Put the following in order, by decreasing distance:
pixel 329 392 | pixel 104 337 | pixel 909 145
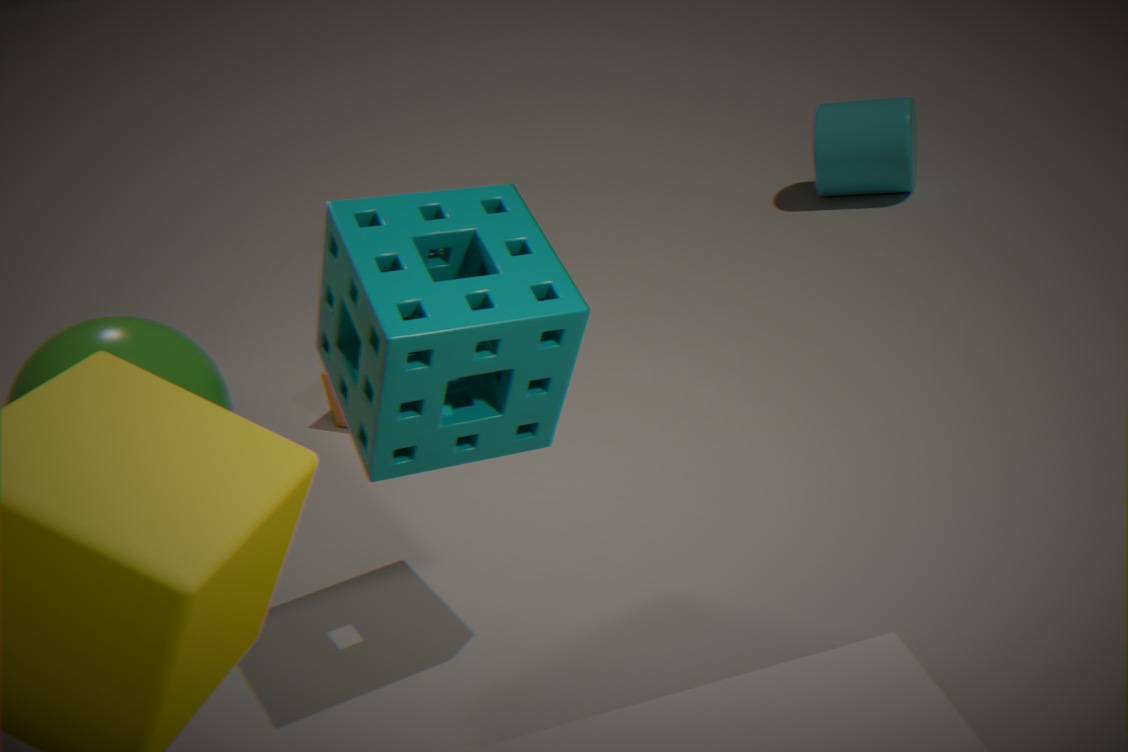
pixel 909 145 → pixel 329 392 → pixel 104 337
